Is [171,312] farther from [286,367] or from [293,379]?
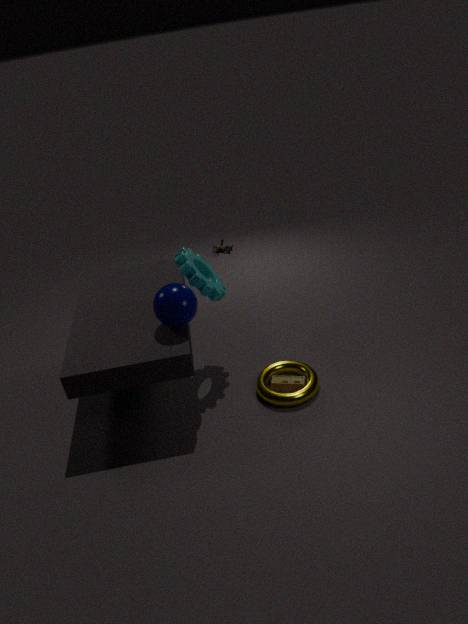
[293,379]
